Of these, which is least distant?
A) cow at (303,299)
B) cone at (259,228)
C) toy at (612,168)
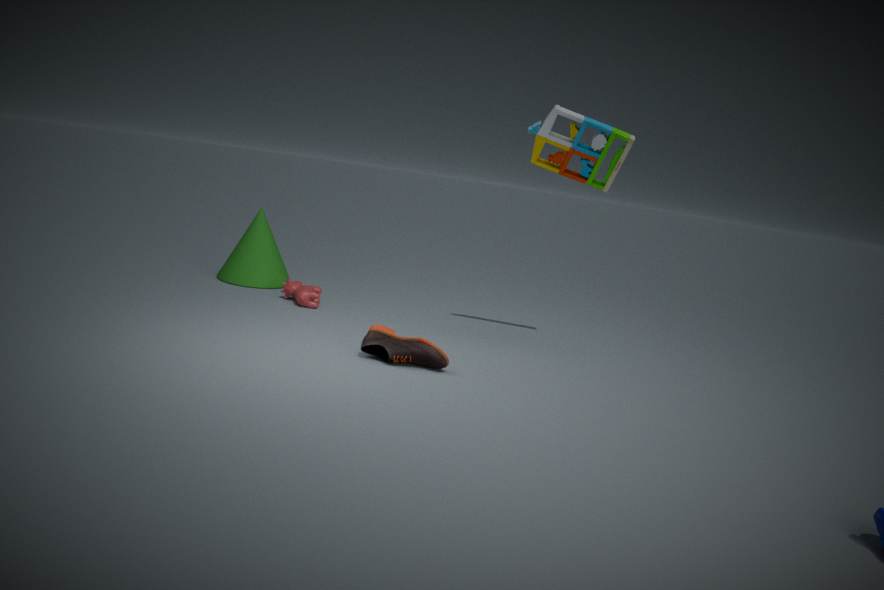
toy at (612,168)
